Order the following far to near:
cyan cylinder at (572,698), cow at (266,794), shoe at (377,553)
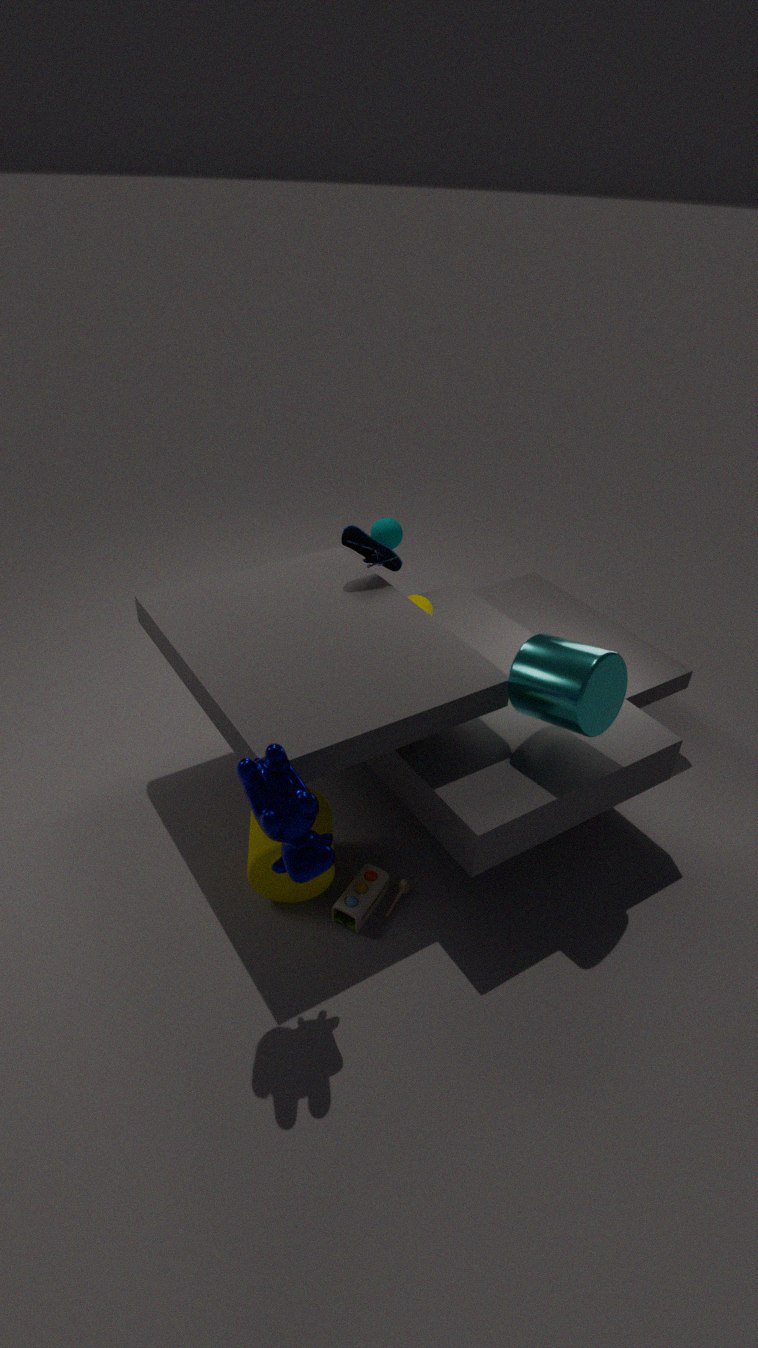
1. shoe at (377,553)
2. cyan cylinder at (572,698)
3. cow at (266,794)
